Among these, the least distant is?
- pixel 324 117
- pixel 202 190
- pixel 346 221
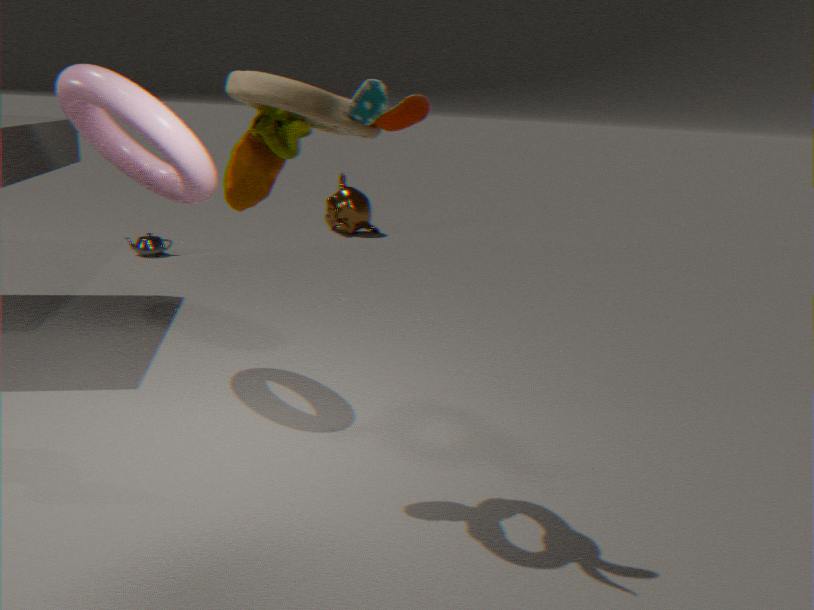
pixel 324 117
